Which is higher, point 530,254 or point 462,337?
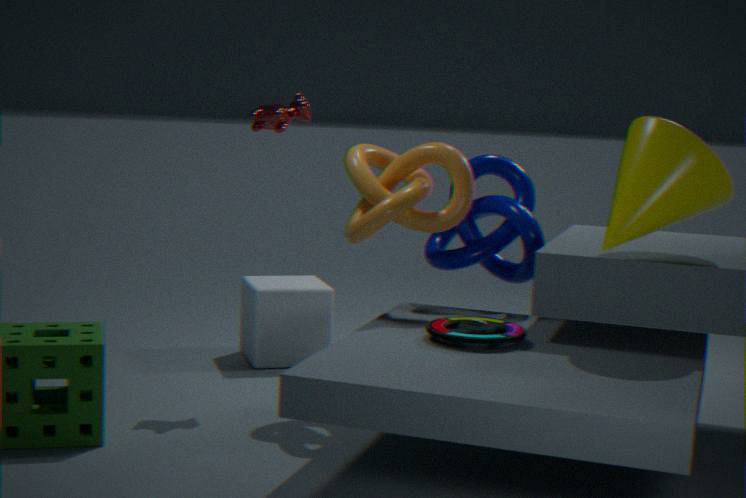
point 530,254
